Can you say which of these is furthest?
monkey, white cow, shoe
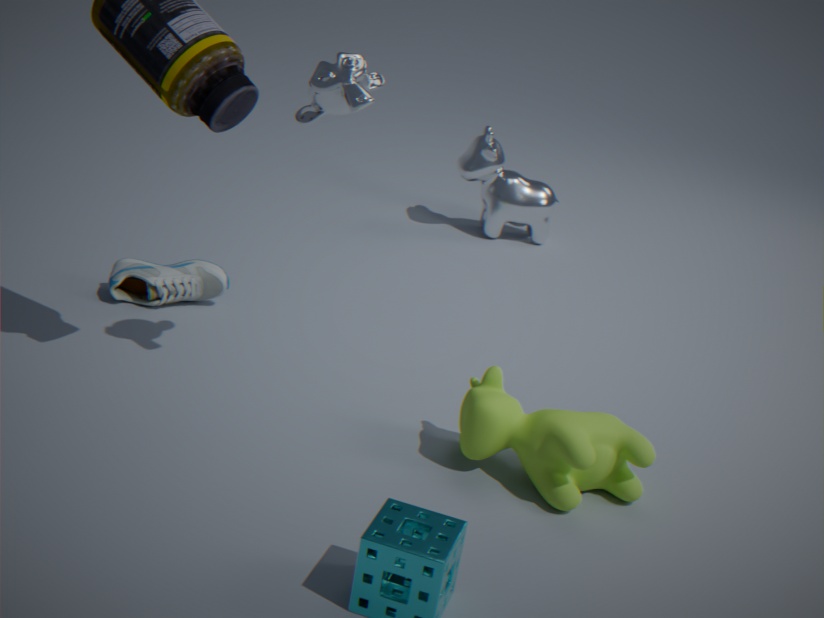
white cow
